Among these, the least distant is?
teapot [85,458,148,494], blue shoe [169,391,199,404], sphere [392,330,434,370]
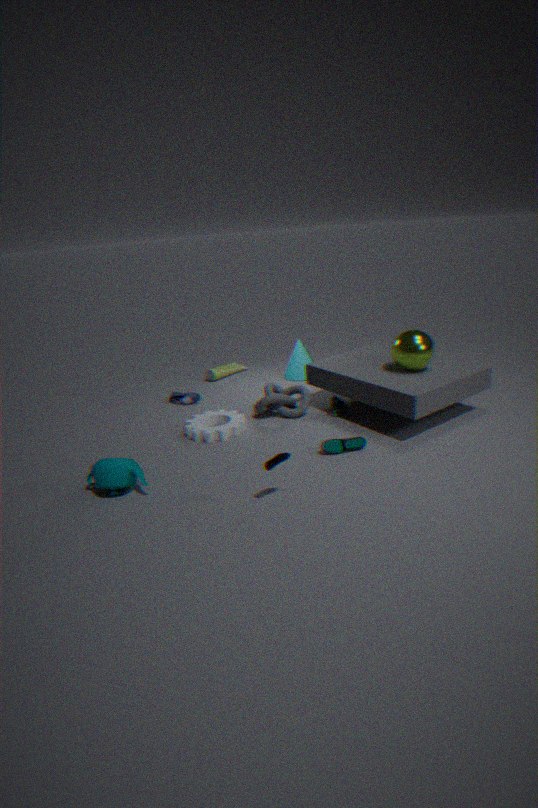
teapot [85,458,148,494]
